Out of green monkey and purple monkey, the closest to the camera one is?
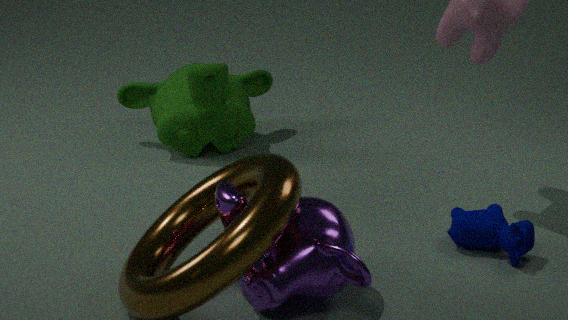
purple monkey
